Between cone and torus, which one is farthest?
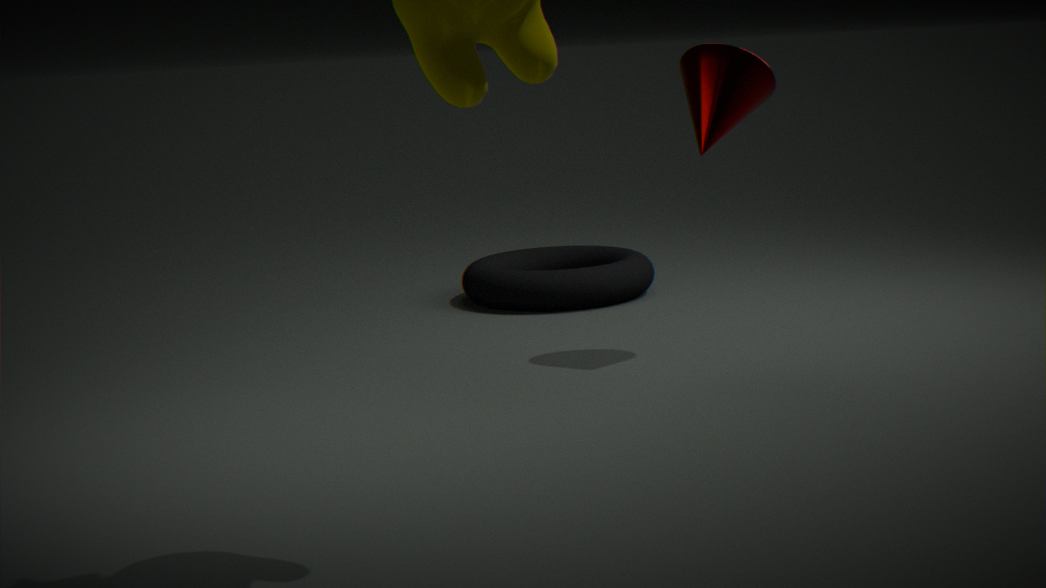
torus
